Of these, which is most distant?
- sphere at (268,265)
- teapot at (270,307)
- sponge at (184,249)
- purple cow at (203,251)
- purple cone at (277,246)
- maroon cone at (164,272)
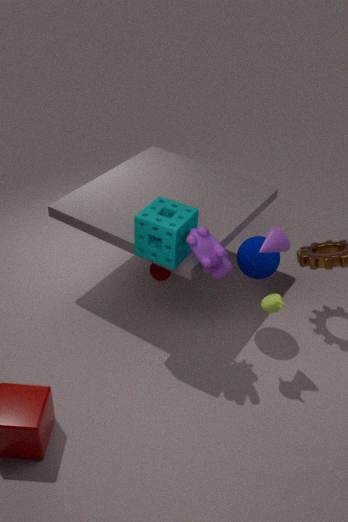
maroon cone at (164,272)
